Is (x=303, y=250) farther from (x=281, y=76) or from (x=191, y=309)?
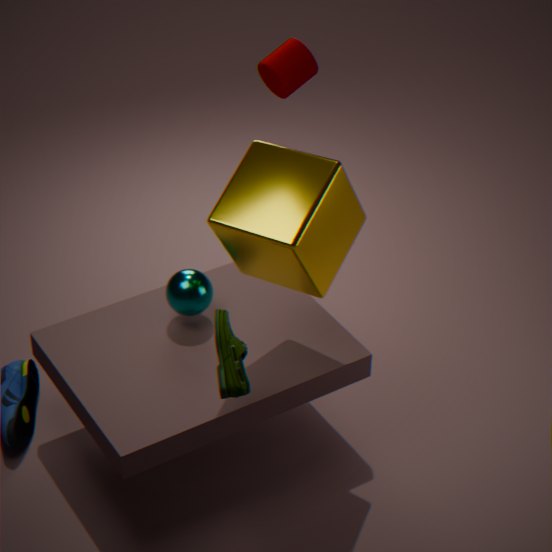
(x=281, y=76)
